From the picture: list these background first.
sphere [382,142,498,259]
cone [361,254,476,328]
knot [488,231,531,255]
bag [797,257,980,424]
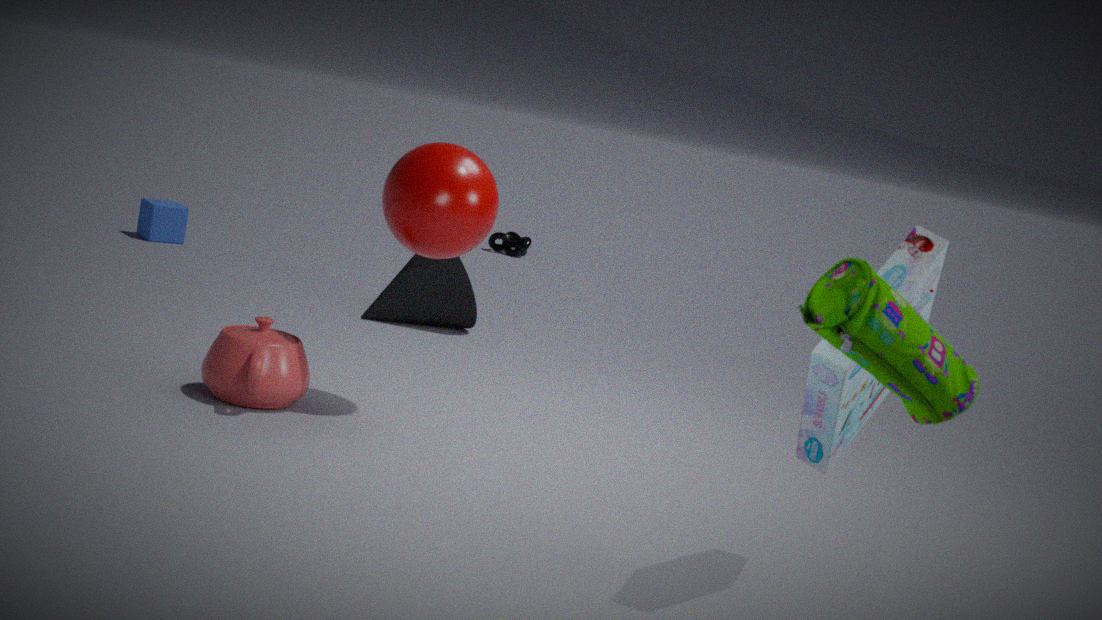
knot [488,231,531,255], cone [361,254,476,328], sphere [382,142,498,259], bag [797,257,980,424]
